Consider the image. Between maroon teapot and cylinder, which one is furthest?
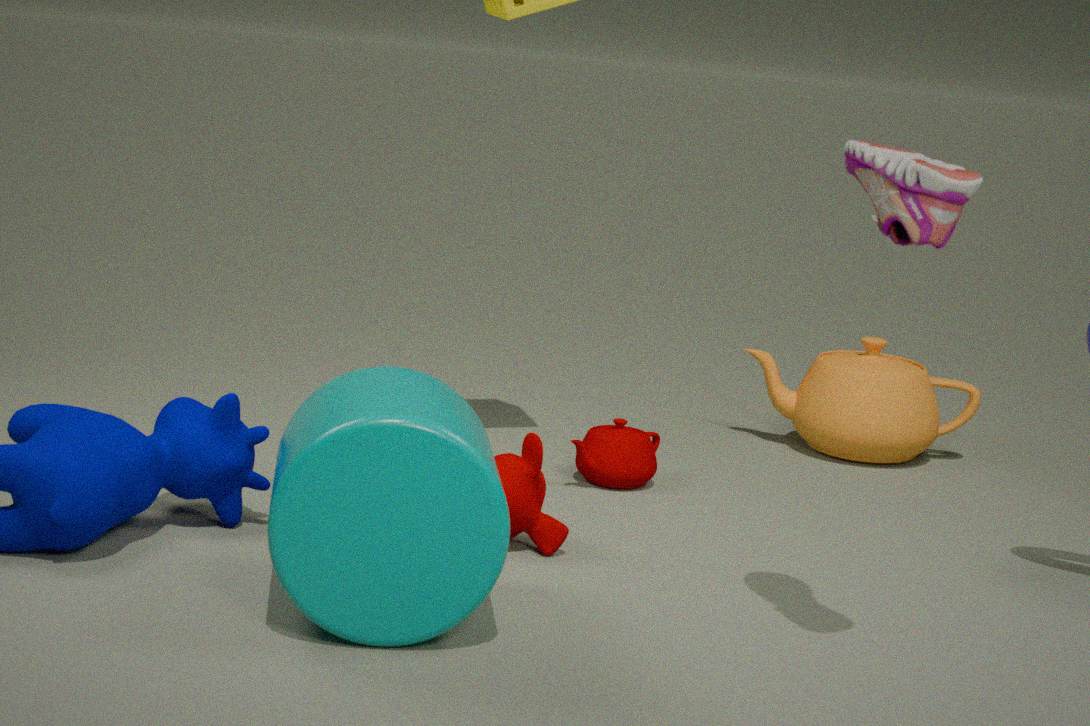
maroon teapot
